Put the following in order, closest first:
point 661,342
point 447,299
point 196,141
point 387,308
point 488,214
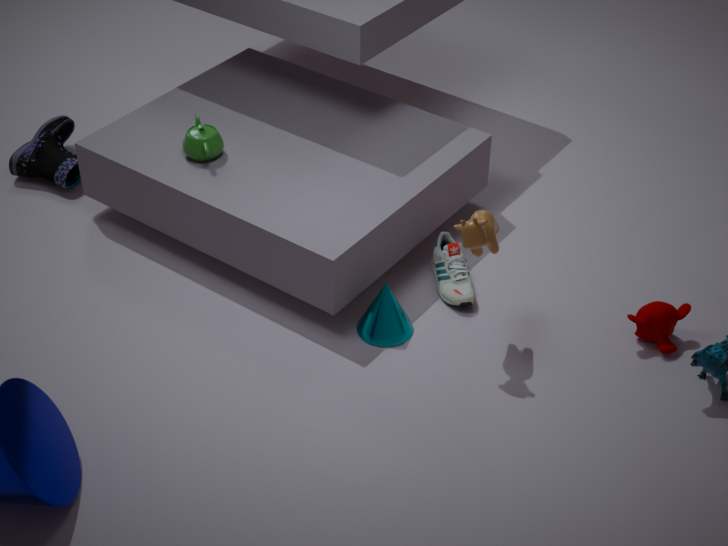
point 488,214 → point 661,342 → point 387,308 → point 447,299 → point 196,141
